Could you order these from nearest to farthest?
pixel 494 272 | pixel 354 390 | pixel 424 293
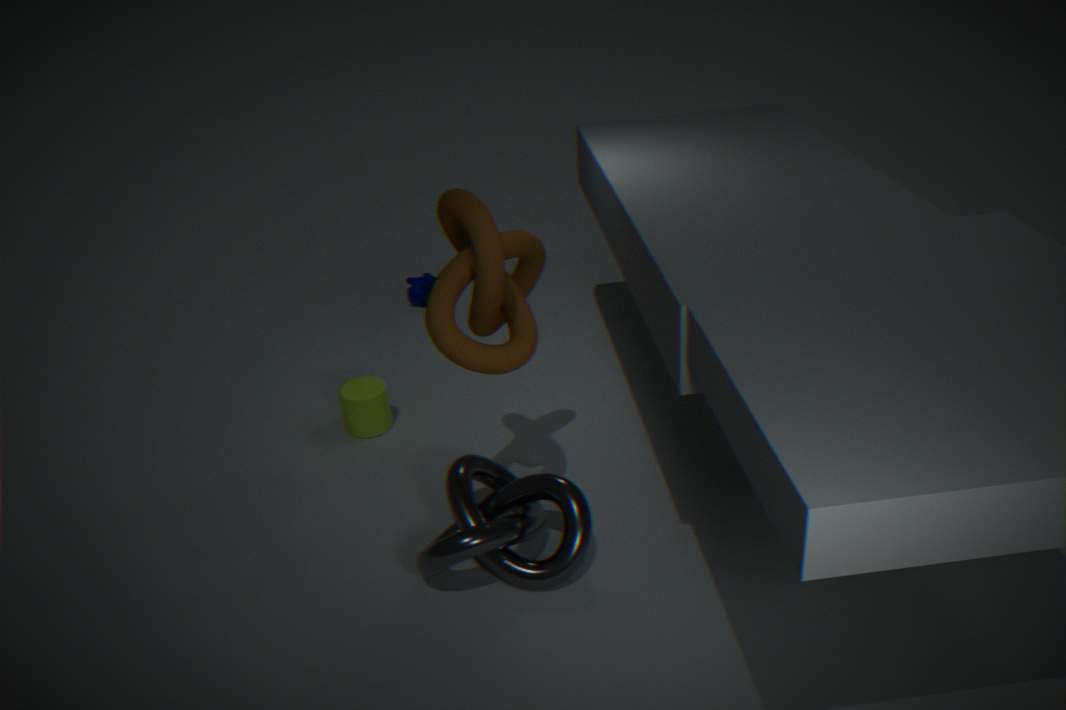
1. pixel 494 272
2. pixel 354 390
3. pixel 424 293
